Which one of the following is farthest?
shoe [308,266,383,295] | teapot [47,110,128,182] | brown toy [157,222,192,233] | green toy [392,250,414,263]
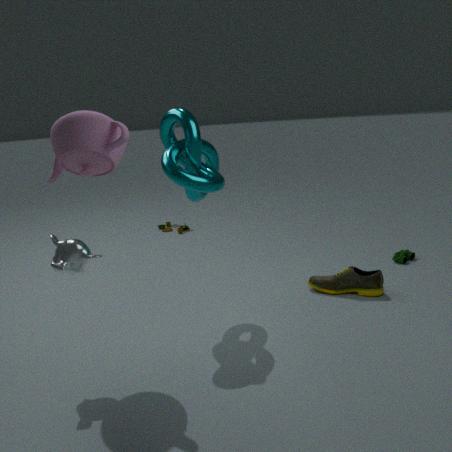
brown toy [157,222,192,233]
